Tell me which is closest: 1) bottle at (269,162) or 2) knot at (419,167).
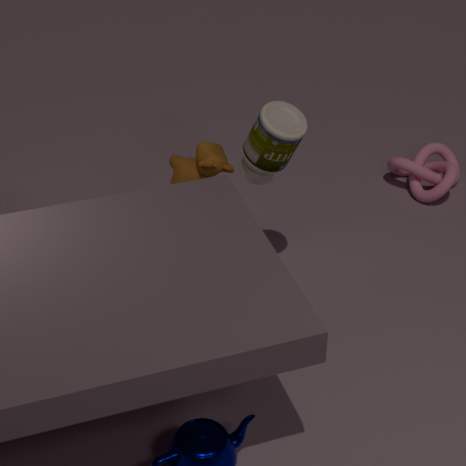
1. bottle at (269,162)
